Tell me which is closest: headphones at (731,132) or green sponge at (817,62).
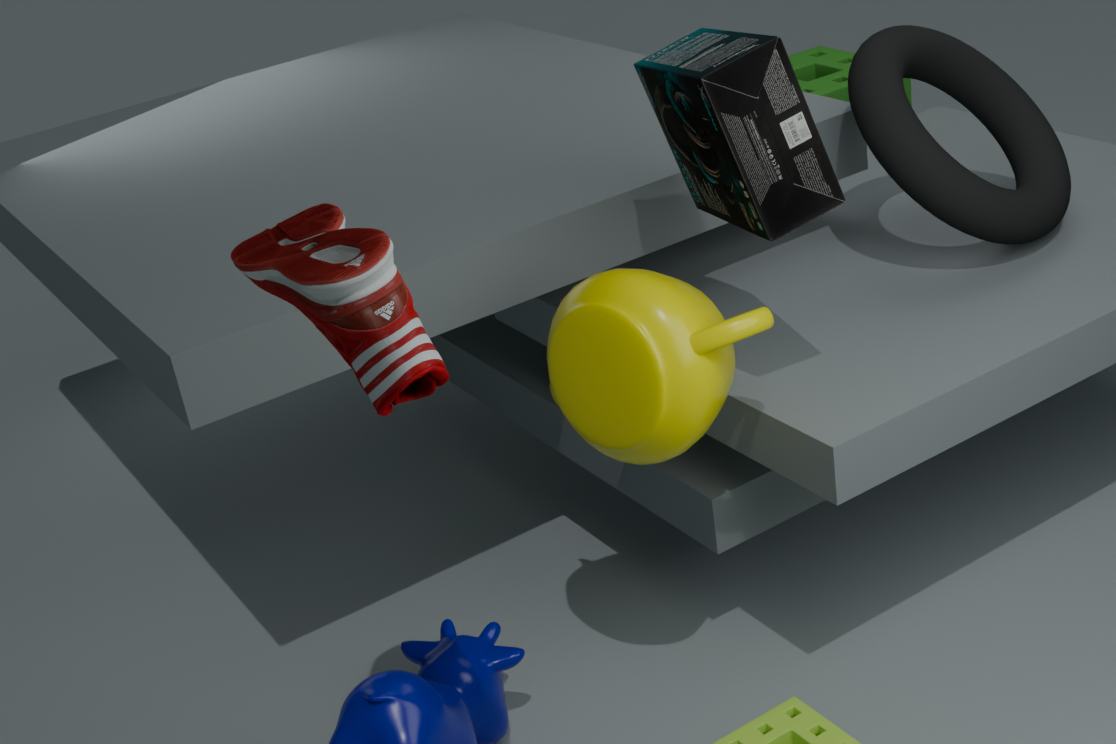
headphones at (731,132)
